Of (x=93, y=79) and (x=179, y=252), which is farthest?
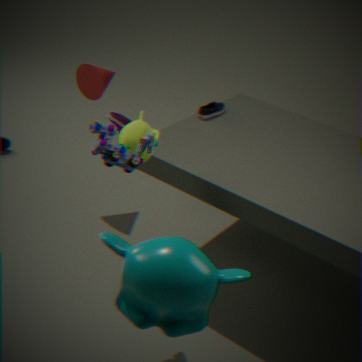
(x=93, y=79)
